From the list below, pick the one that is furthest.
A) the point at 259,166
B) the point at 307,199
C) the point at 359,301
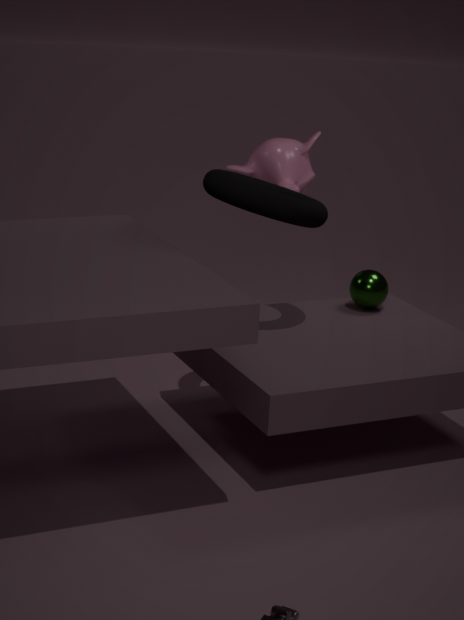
the point at 259,166
